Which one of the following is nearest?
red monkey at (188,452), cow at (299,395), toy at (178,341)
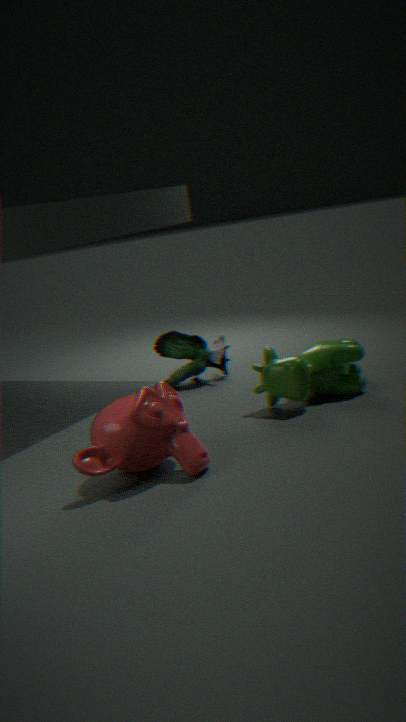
red monkey at (188,452)
